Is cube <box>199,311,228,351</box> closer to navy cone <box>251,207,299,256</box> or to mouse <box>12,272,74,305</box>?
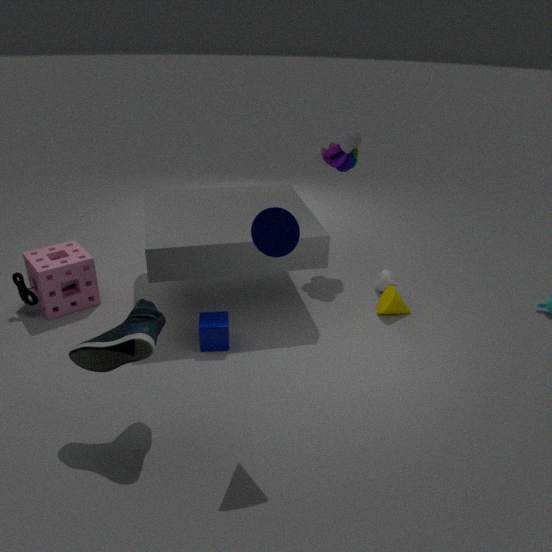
navy cone <box>251,207,299,256</box>
